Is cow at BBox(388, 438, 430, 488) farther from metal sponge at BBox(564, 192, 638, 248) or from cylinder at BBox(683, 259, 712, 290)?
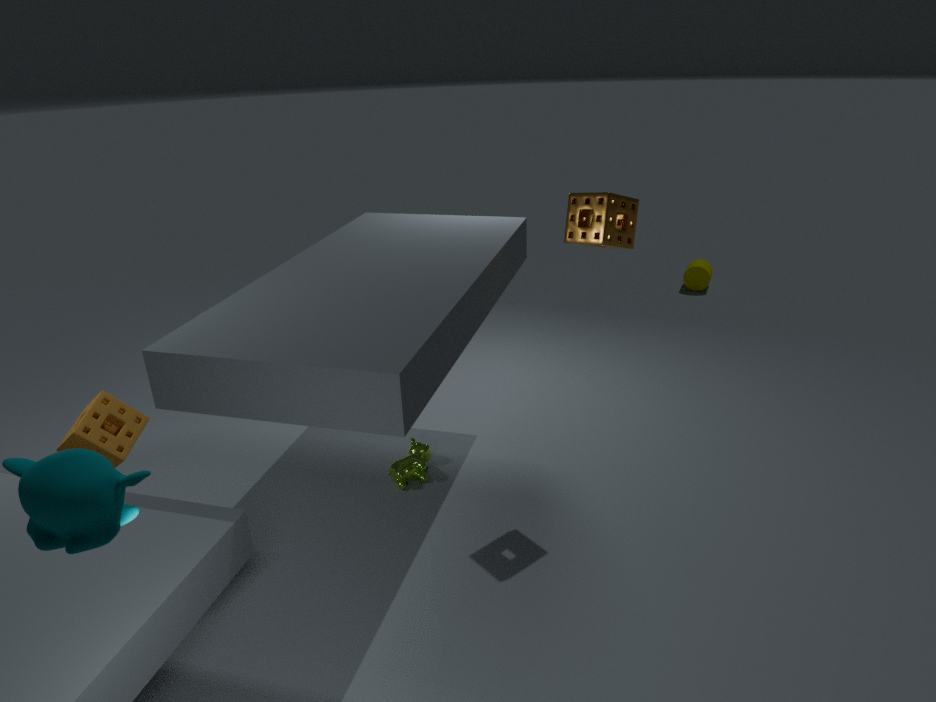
cylinder at BBox(683, 259, 712, 290)
